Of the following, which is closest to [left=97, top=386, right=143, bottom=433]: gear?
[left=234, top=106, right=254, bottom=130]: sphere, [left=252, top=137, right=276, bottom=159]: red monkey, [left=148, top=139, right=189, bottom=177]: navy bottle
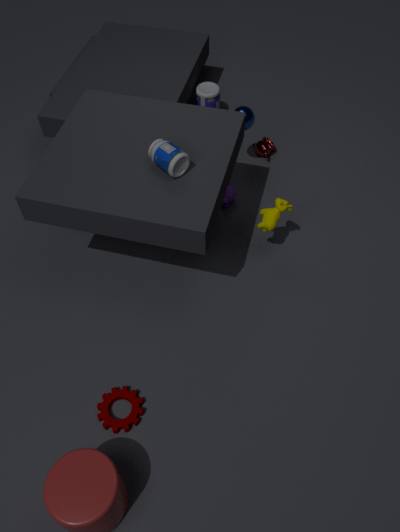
[left=148, top=139, right=189, bottom=177]: navy bottle
